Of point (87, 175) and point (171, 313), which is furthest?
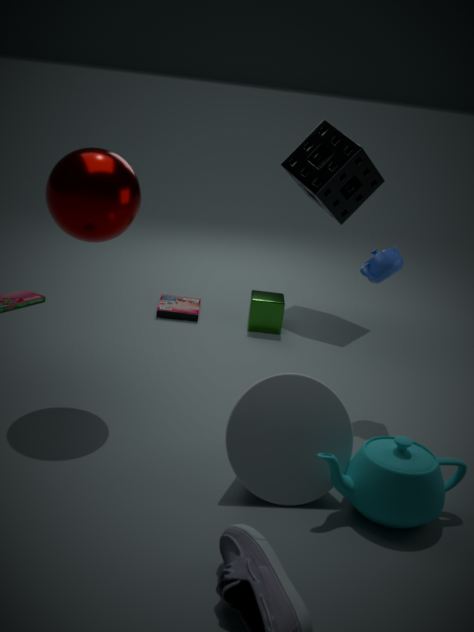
point (171, 313)
